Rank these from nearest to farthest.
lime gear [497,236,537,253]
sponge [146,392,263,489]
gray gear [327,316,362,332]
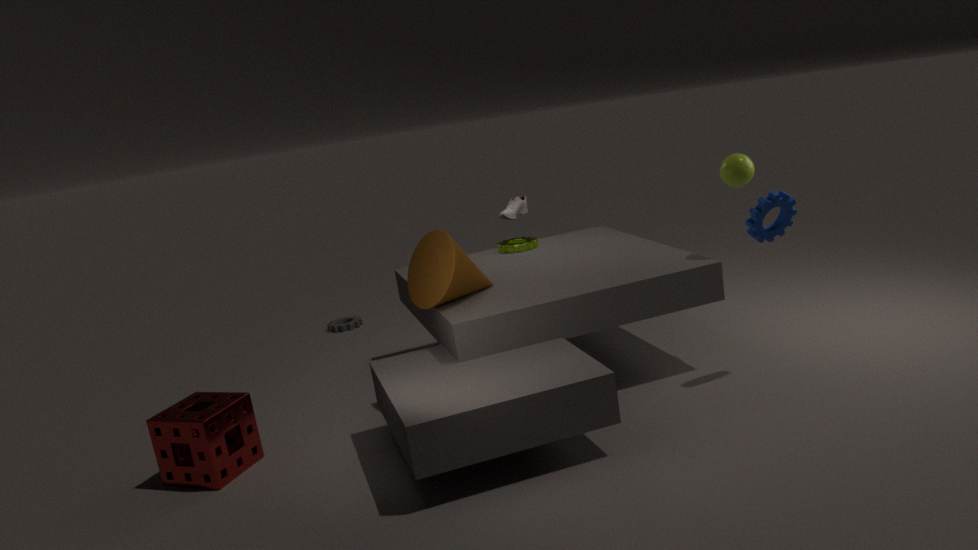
sponge [146,392,263,489] < lime gear [497,236,537,253] < gray gear [327,316,362,332]
